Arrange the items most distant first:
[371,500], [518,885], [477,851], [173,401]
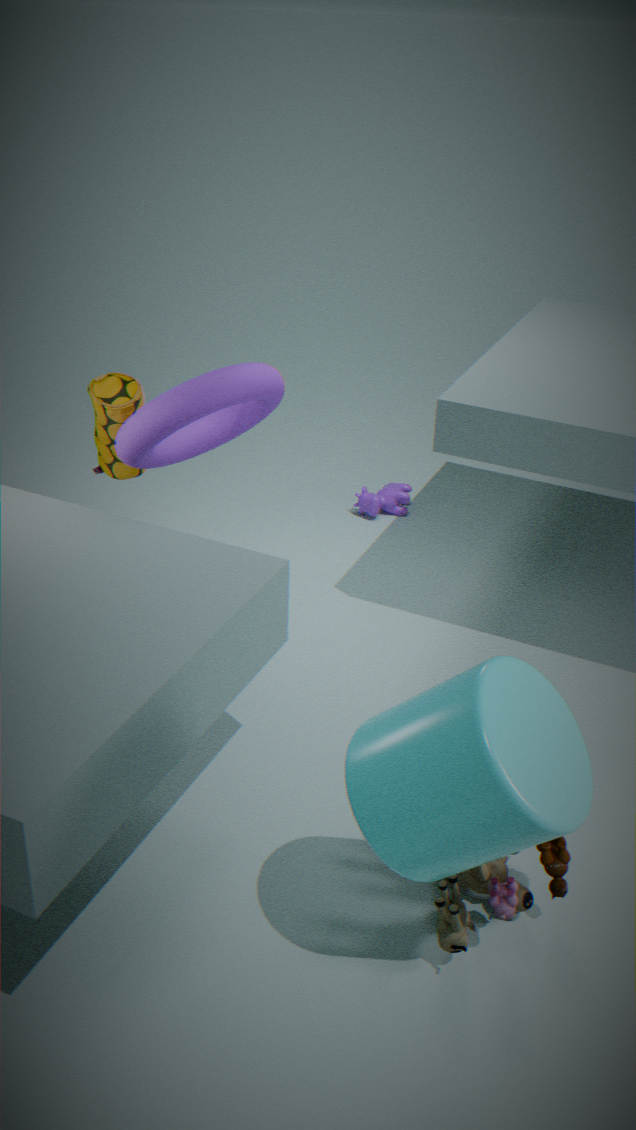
1. [371,500]
2. [173,401]
3. [518,885]
4. [477,851]
